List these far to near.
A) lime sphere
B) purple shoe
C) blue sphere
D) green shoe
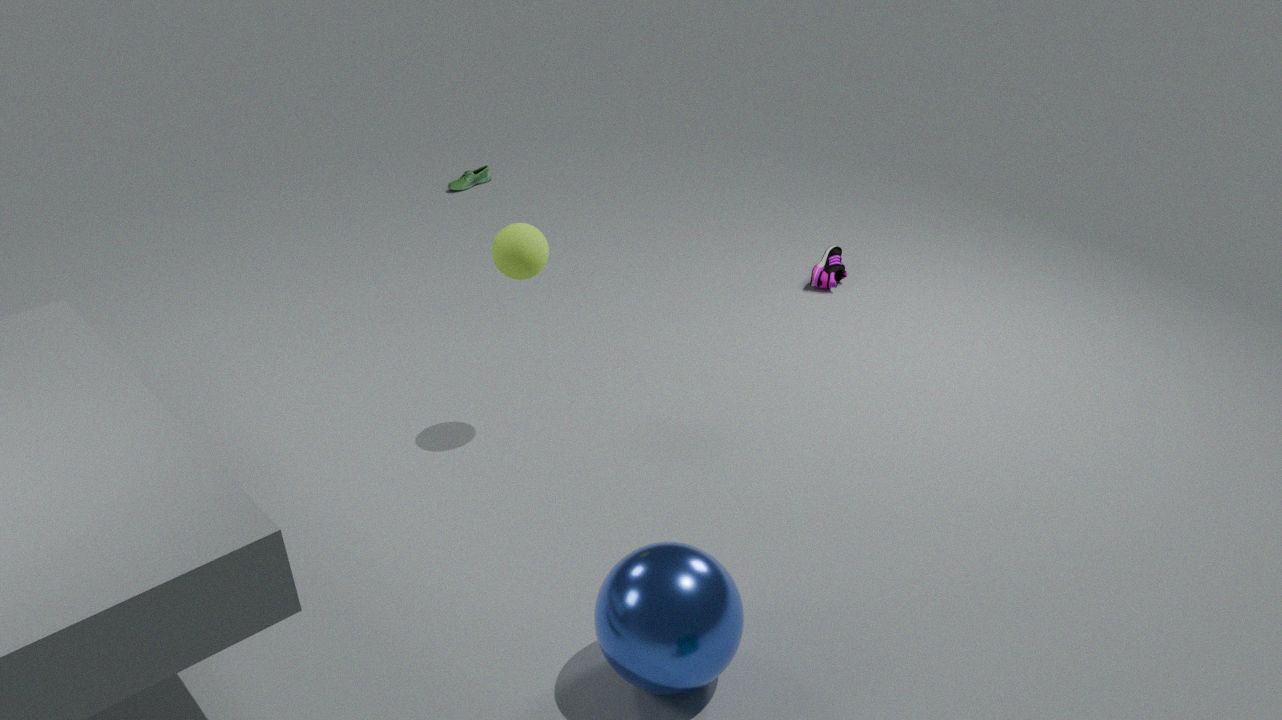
green shoe, purple shoe, lime sphere, blue sphere
